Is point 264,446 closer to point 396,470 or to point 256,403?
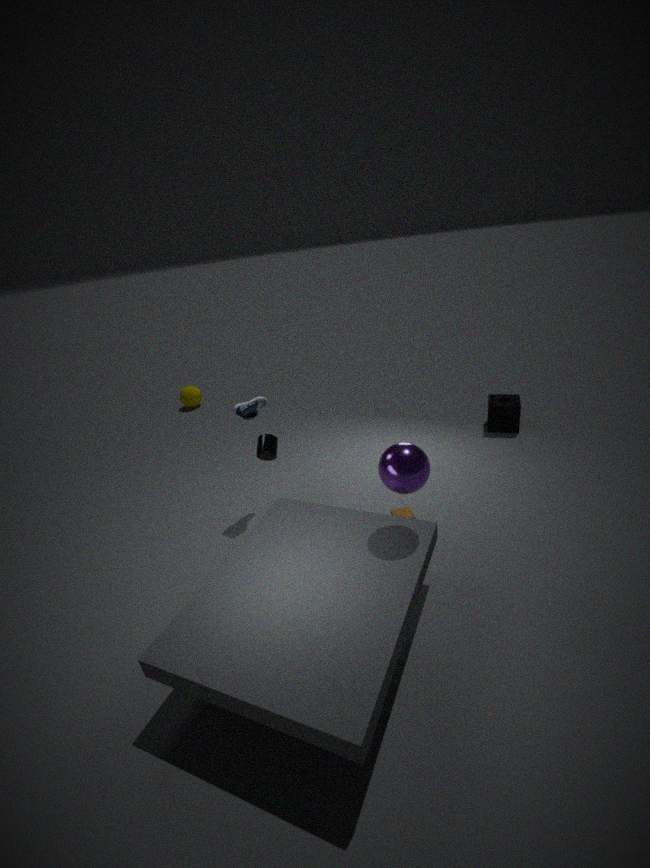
point 256,403
